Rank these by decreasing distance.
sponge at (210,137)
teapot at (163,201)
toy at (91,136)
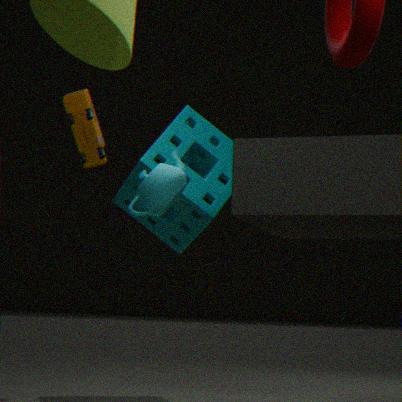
toy at (91,136)
sponge at (210,137)
teapot at (163,201)
